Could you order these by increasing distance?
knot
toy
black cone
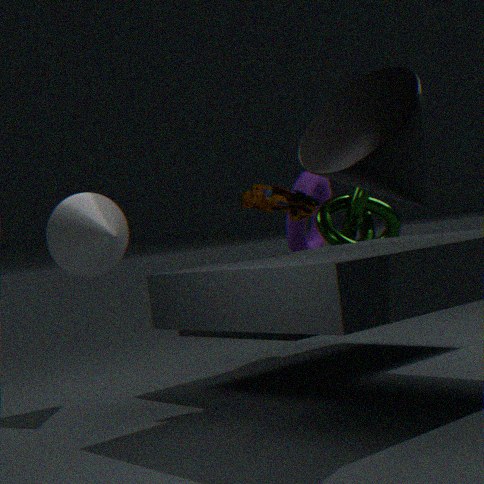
1. black cone
2. toy
3. knot
